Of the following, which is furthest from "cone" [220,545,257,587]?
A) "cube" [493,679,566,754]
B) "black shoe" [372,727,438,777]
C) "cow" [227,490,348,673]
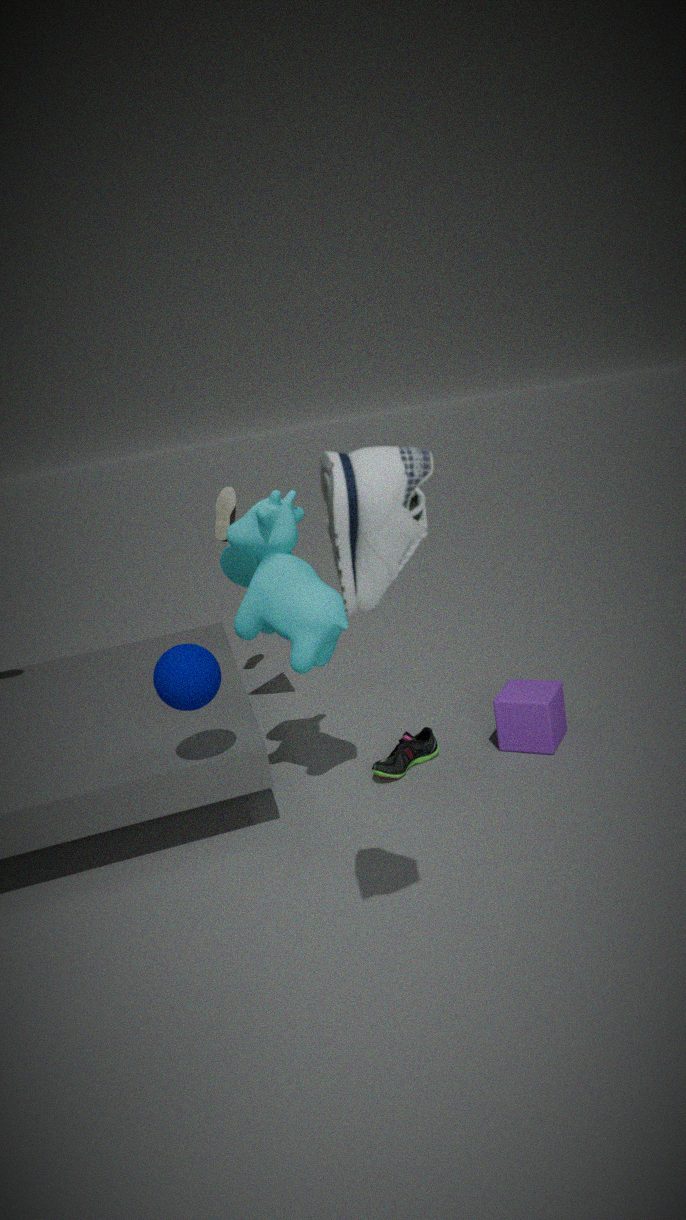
"cube" [493,679,566,754]
